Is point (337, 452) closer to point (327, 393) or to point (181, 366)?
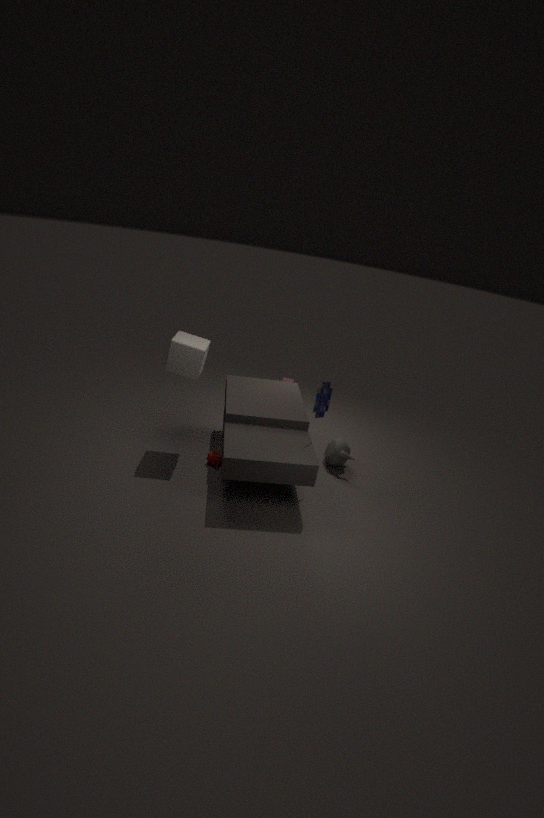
point (327, 393)
